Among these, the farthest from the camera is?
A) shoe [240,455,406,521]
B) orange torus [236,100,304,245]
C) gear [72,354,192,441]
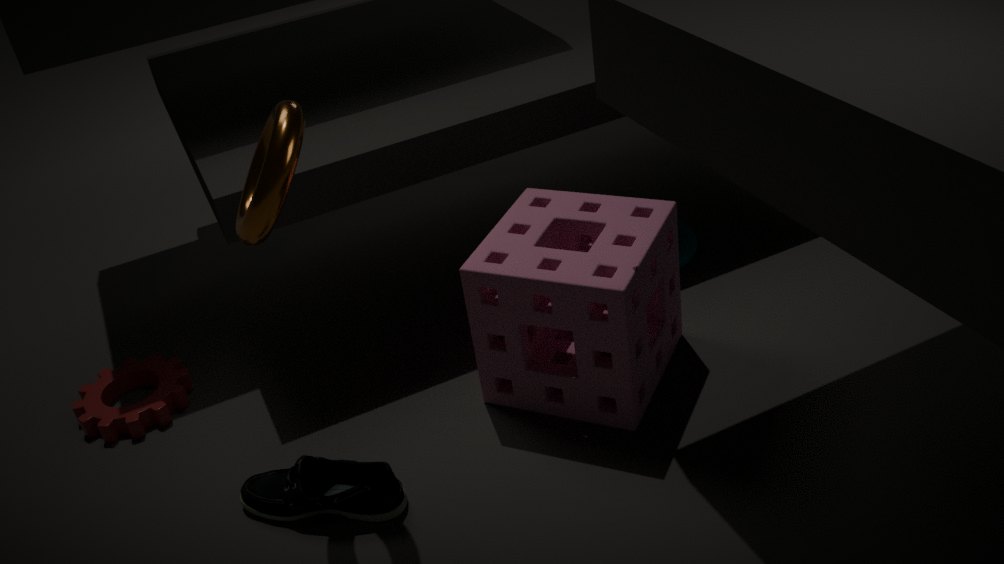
gear [72,354,192,441]
